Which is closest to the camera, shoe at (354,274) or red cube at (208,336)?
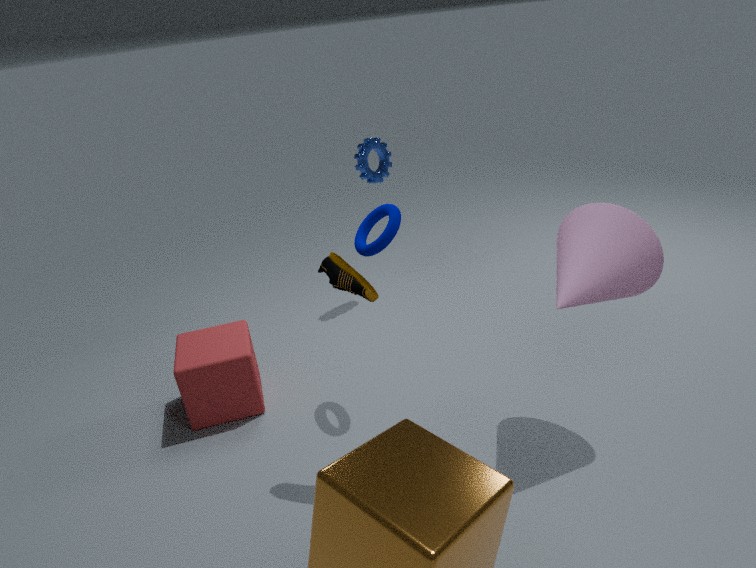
shoe at (354,274)
